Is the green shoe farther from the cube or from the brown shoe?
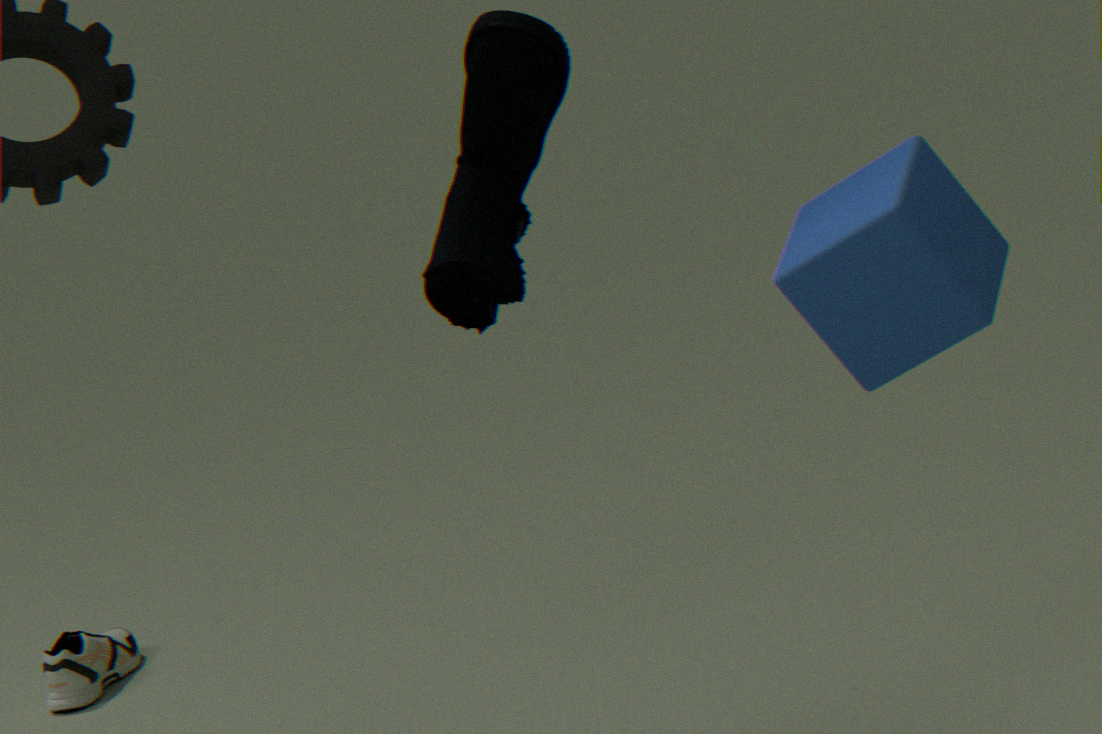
the brown shoe
